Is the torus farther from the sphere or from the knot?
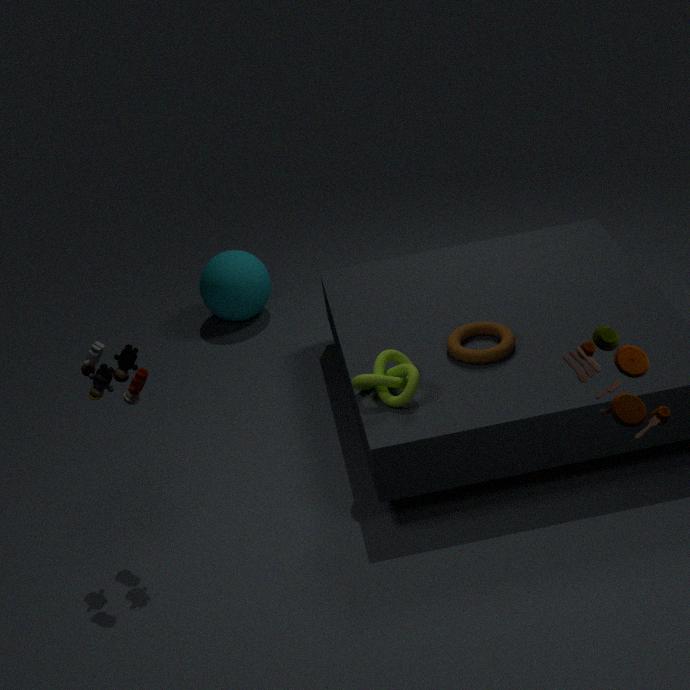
the sphere
